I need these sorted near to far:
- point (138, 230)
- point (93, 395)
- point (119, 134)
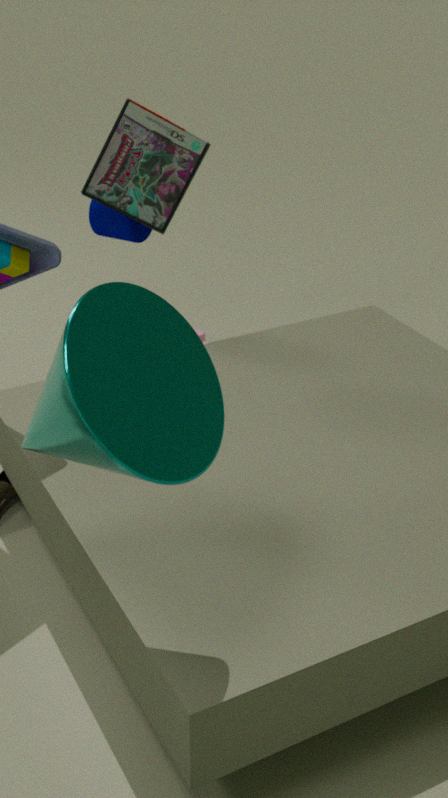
point (93, 395), point (119, 134), point (138, 230)
